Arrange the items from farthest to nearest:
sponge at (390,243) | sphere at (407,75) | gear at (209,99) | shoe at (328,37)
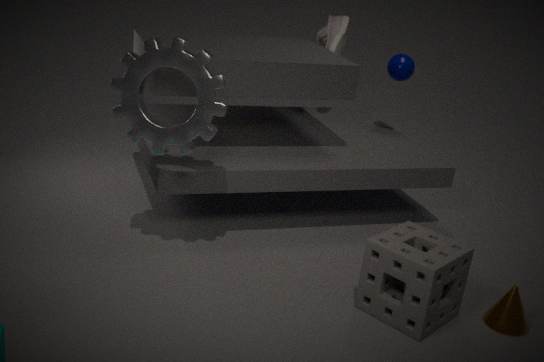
shoe at (328,37), sphere at (407,75), gear at (209,99), sponge at (390,243)
